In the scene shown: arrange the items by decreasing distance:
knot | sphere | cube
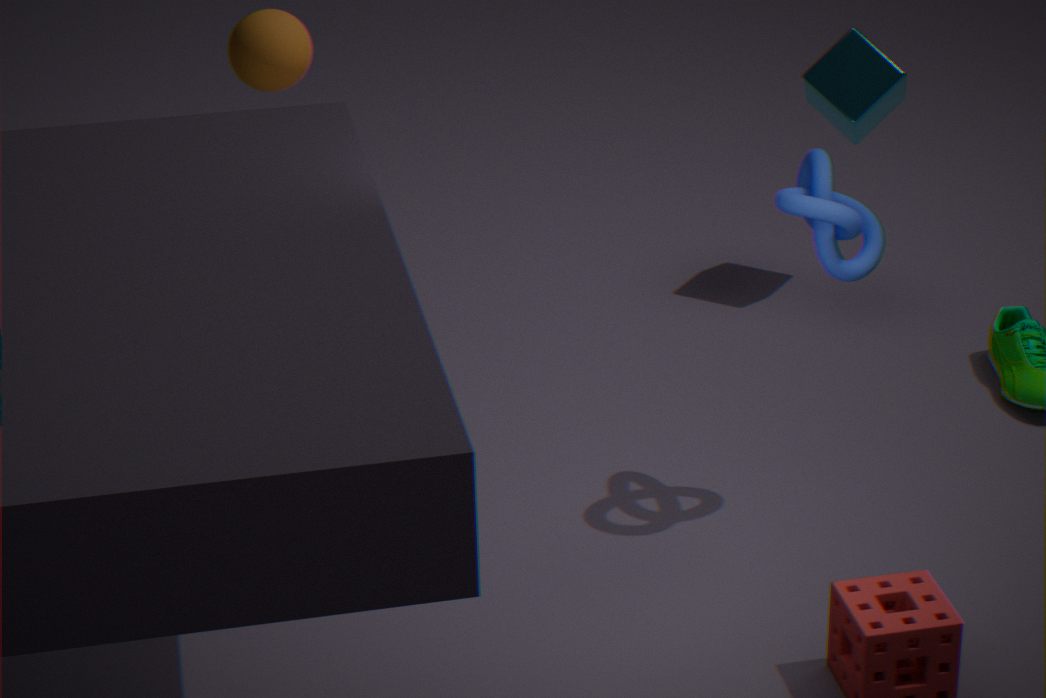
1. cube
2. sphere
3. knot
